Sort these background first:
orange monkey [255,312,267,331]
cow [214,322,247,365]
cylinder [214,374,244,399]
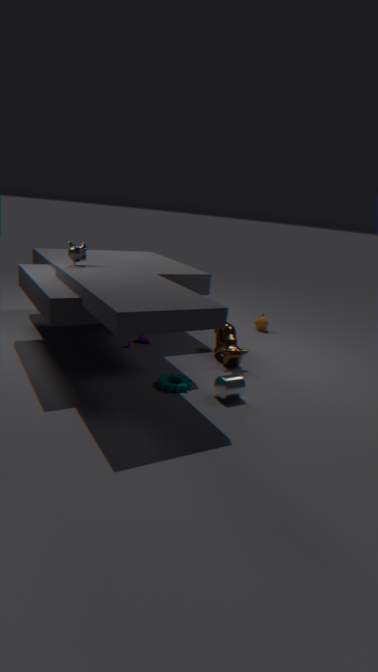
orange monkey [255,312,267,331]
cow [214,322,247,365]
cylinder [214,374,244,399]
